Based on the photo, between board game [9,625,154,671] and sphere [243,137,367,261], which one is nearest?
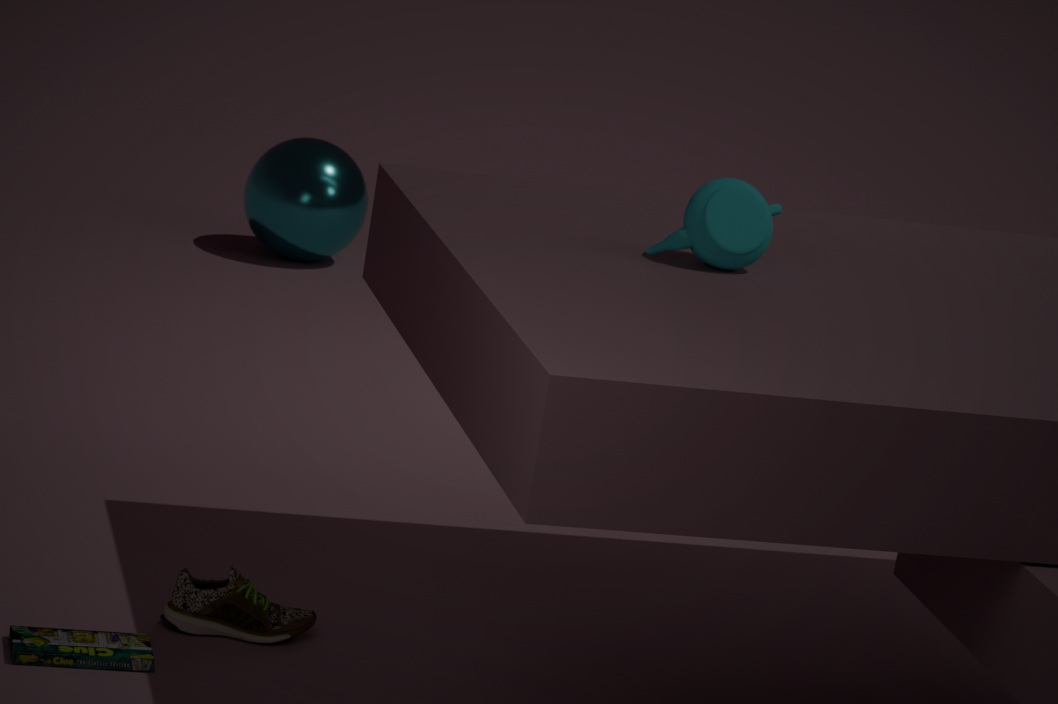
board game [9,625,154,671]
